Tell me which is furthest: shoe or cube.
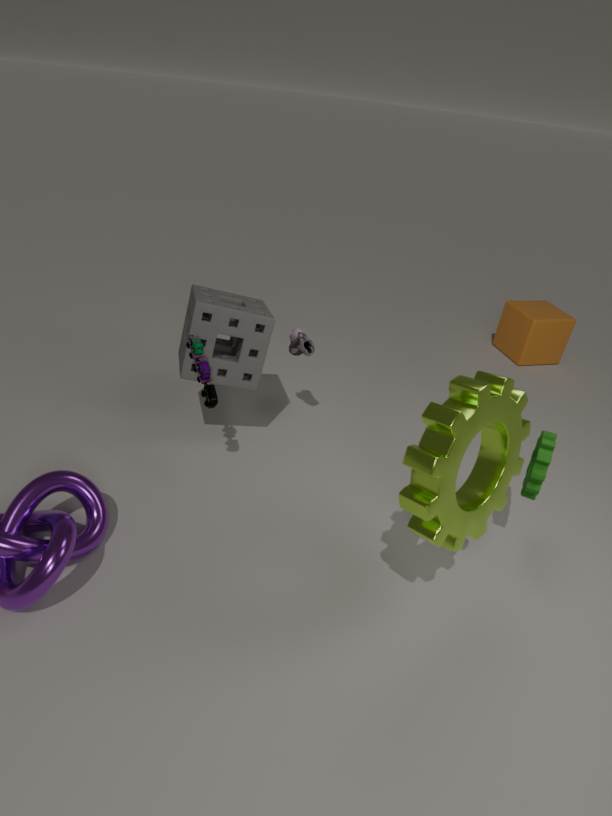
cube
